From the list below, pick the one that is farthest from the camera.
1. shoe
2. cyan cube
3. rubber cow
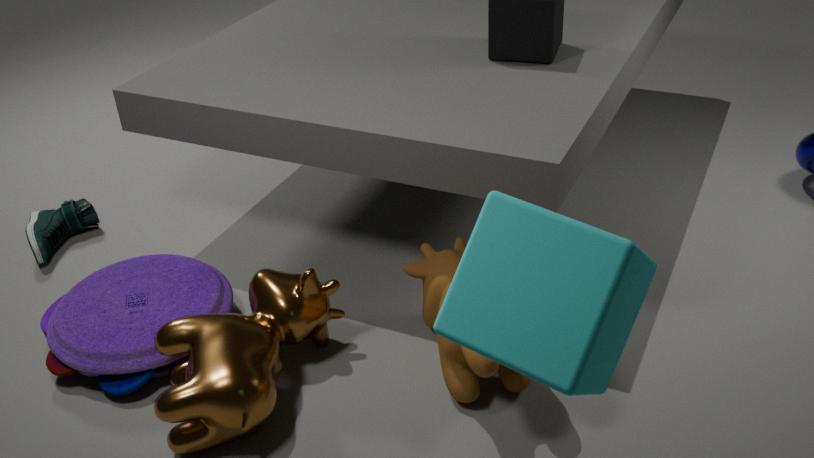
shoe
